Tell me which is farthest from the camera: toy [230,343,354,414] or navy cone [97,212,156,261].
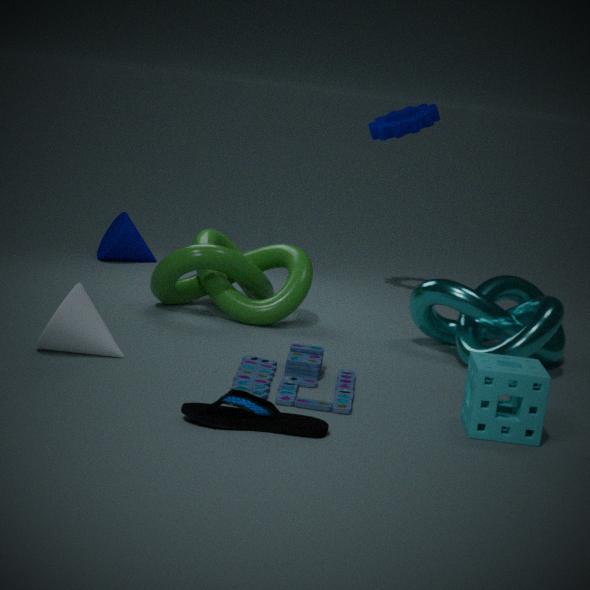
navy cone [97,212,156,261]
